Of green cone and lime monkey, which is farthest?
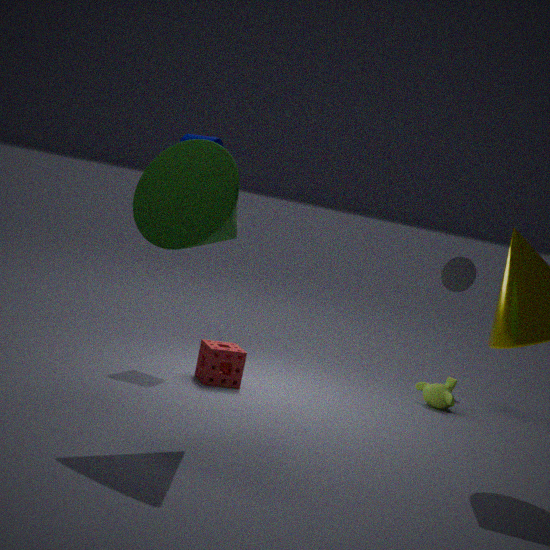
lime monkey
